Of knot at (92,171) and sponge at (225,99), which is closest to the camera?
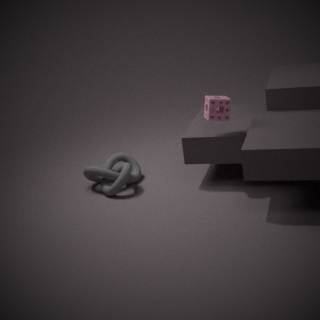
sponge at (225,99)
